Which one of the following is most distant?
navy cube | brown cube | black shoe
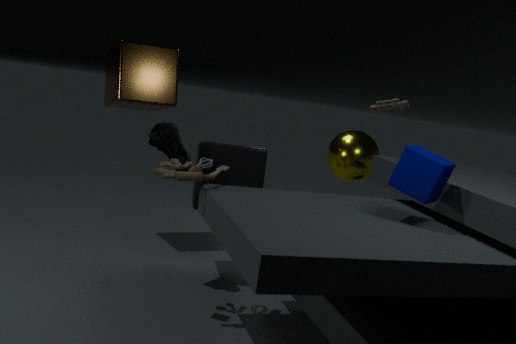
brown cube
